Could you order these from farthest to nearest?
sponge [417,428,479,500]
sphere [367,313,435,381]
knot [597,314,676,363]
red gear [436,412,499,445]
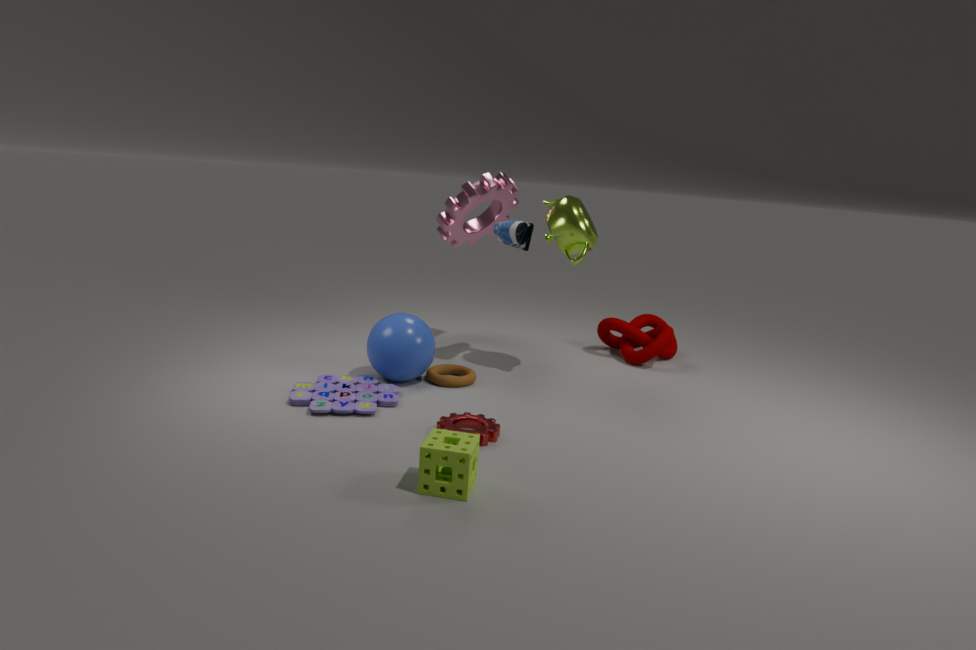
knot [597,314,676,363], sphere [367,313,435,381], red gear [436,412,499,445], sponge [417,428,479,500]
